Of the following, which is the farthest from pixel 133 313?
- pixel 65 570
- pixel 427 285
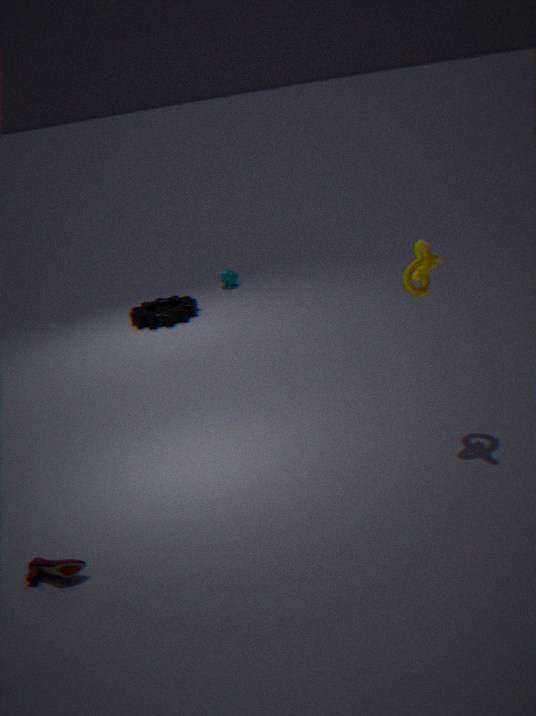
pixel 65 570
